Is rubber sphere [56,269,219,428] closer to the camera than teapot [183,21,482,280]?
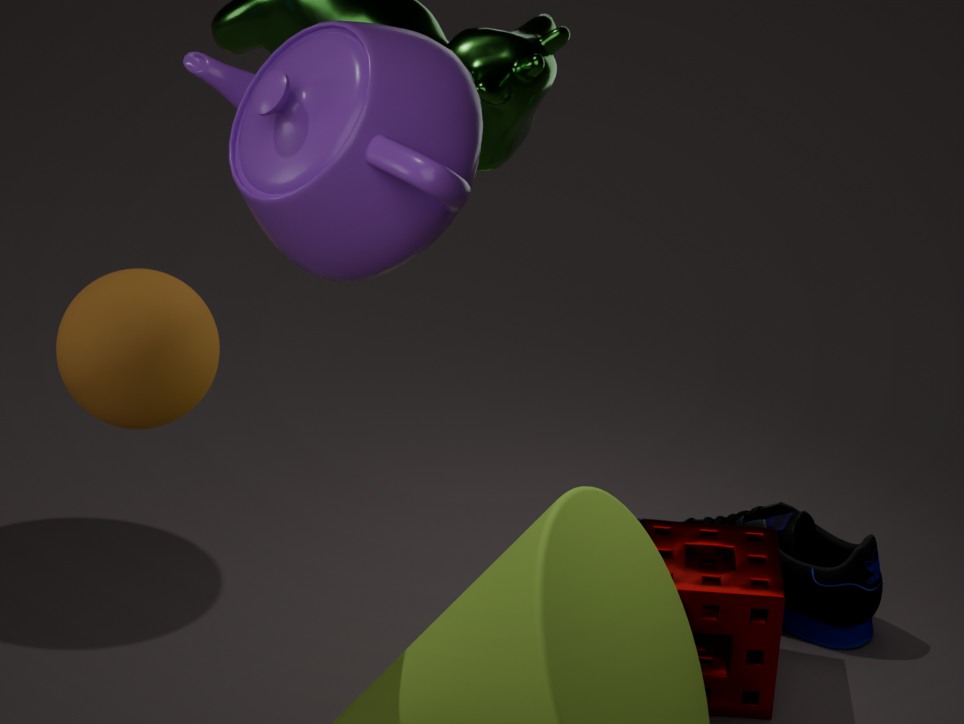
No
